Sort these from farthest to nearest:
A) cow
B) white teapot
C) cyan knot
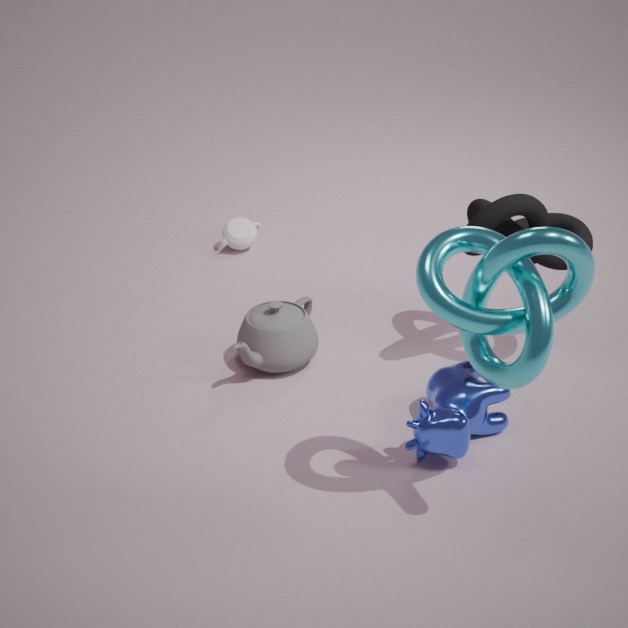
white teapot → cow → cyan knot
